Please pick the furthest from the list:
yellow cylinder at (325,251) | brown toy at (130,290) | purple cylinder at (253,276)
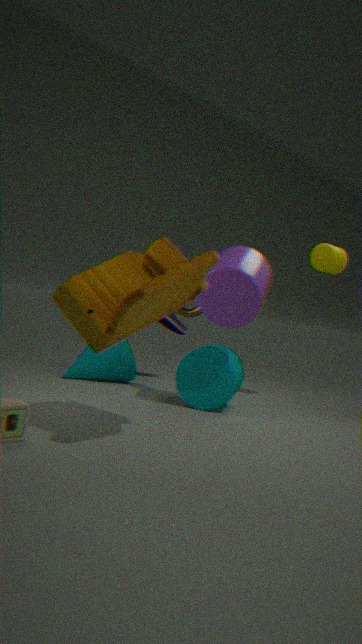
yellow cylinder at (325,251)
